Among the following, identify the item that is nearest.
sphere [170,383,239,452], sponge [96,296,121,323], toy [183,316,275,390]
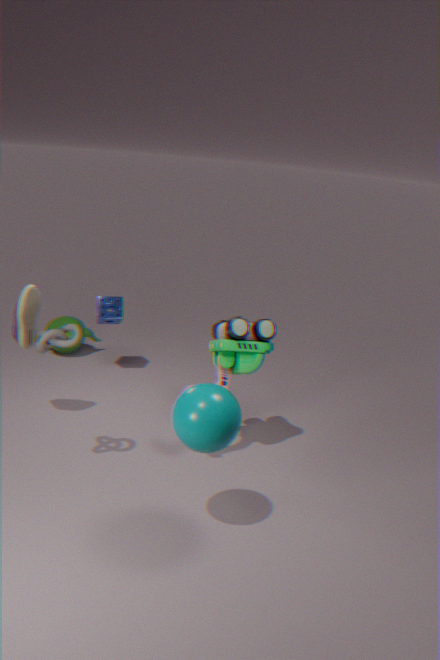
sphere [170,383,239,452]
